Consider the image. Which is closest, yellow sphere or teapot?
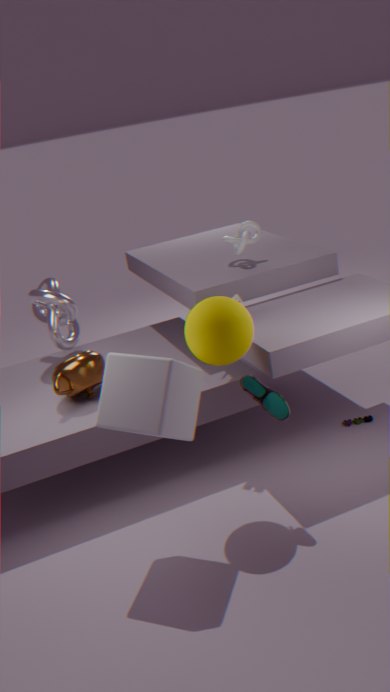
yellow sphere
